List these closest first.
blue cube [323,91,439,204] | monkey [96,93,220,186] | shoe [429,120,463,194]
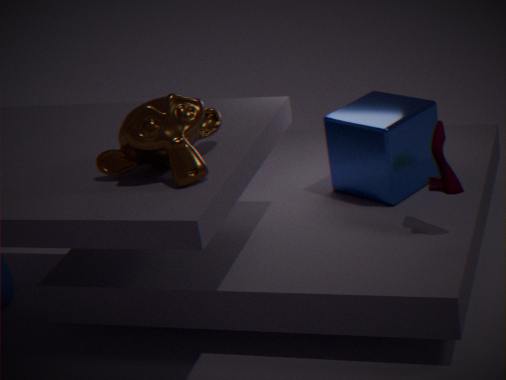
monkey [96,93,220,186], shoe [429,120,463,194], blue cube [323,91,439,204]
